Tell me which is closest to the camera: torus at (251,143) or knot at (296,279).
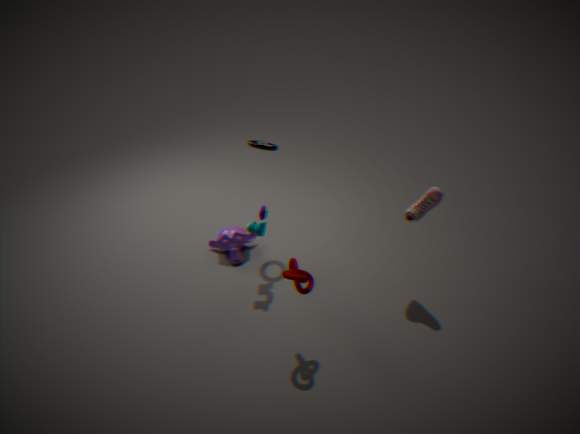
knot at (296,279)
